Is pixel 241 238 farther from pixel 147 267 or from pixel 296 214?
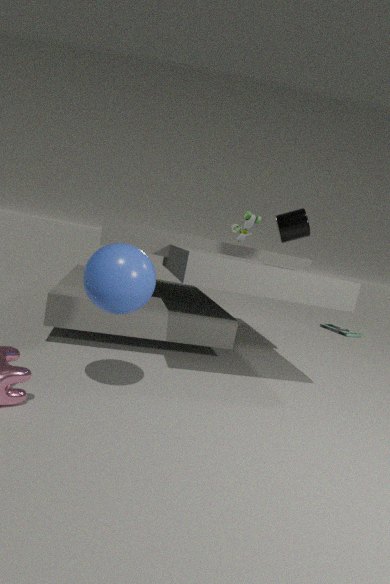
pixel 147 267
